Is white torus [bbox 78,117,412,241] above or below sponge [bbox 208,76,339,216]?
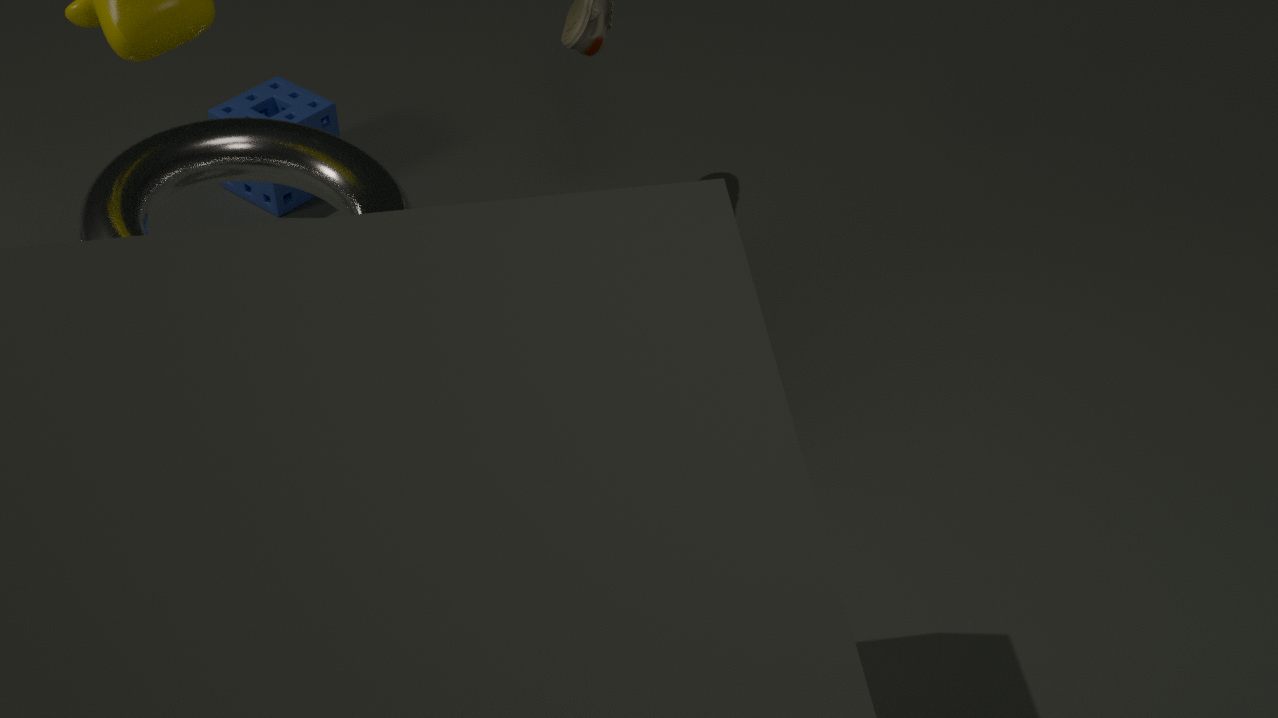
above
